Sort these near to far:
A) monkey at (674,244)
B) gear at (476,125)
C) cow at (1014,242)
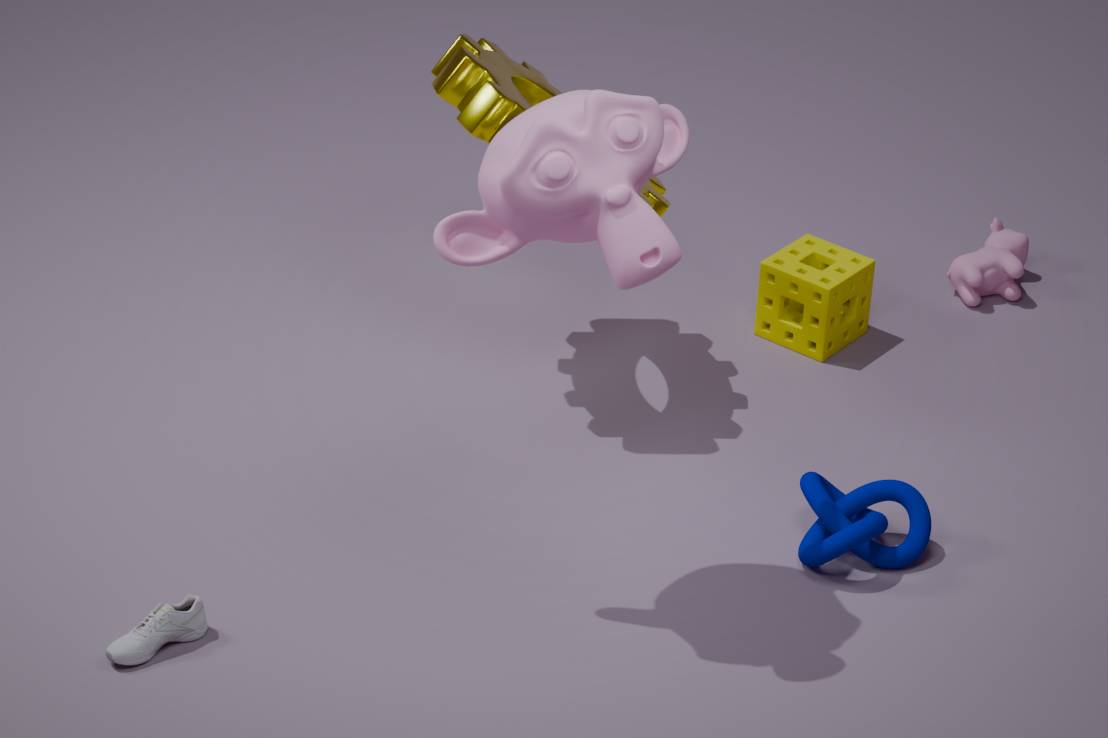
monkey at (674,244) → gear at (476,125) → cow at (1014,242)
